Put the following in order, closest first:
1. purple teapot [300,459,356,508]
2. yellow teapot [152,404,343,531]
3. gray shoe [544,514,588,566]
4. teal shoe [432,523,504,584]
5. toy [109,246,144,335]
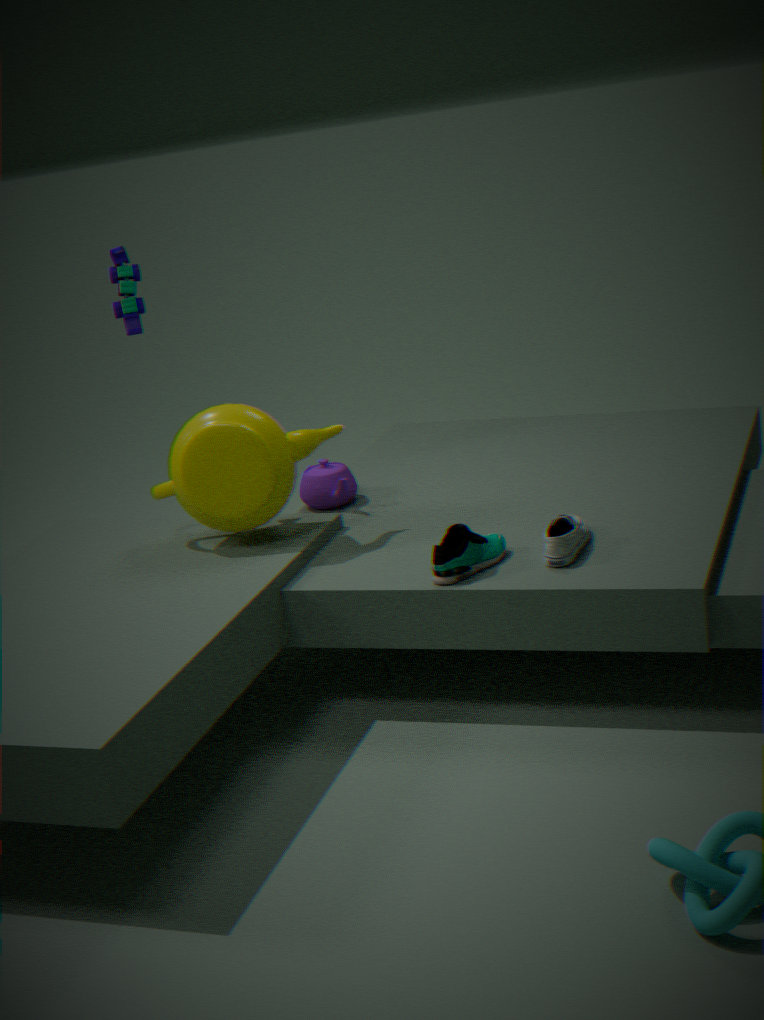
gray shoe [544,514,588,566] → teal shoe [432,523,504,584] → yellow teapot [152,404,343,531] → purple teapot [300,459,356,508] → toy [109,246,144,335]
